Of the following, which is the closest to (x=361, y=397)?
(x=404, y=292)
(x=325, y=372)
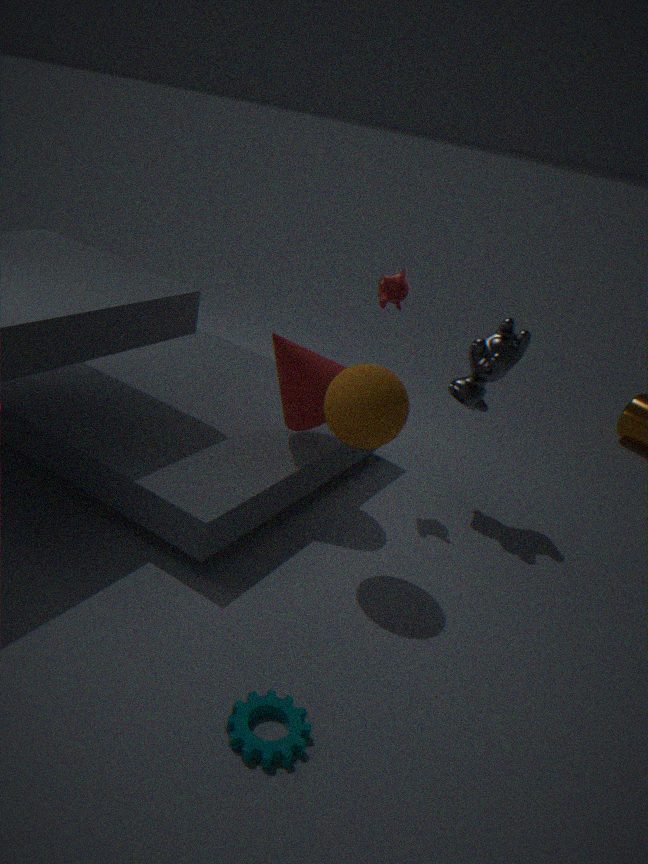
(x=325, y=372)
